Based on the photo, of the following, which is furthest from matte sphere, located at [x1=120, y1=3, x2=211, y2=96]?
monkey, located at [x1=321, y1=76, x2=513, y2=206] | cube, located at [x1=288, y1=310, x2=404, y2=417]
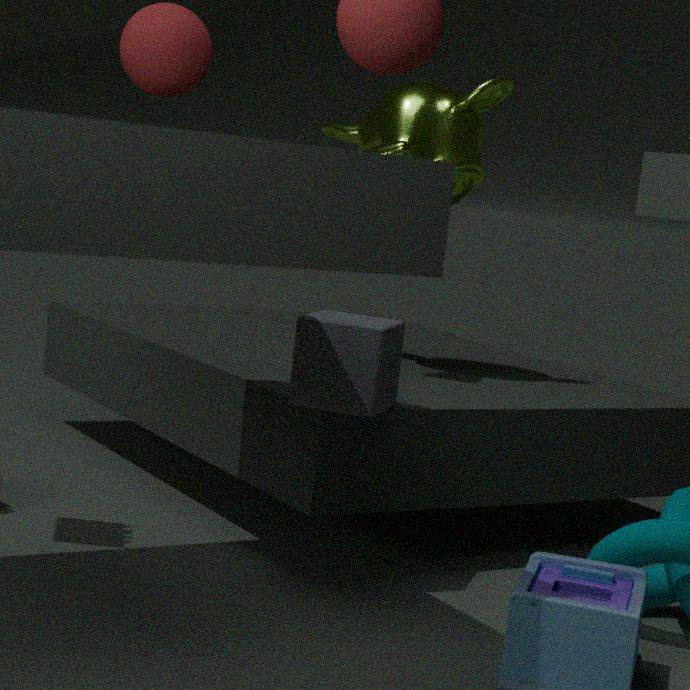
monkey, located at [x1=321, y1=76, x2=513, y2=206]
